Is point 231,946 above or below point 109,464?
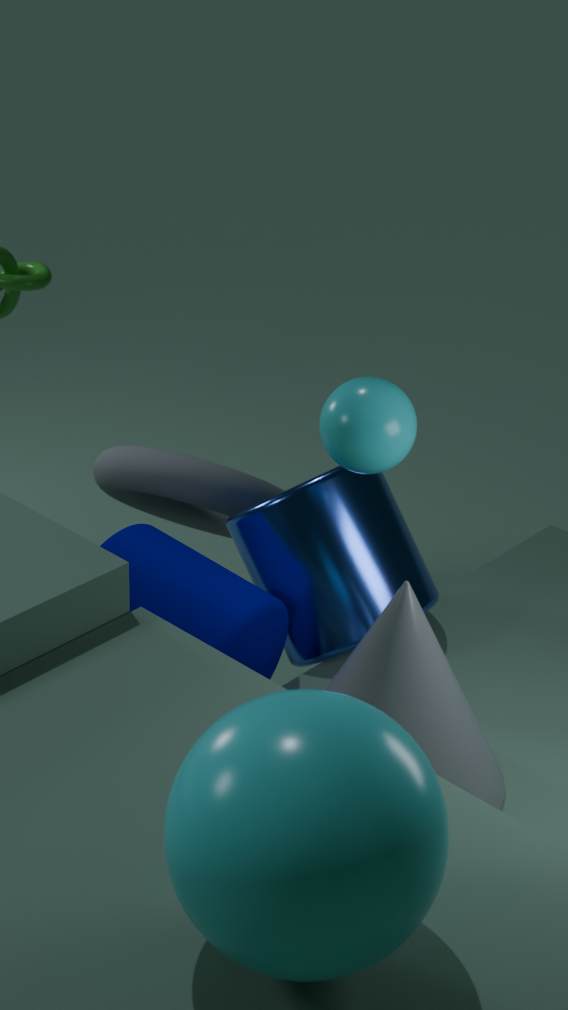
above
